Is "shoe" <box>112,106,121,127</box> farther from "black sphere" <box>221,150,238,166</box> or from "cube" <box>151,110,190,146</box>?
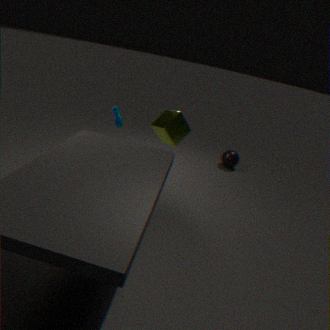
"black sphere" <box>221,150,238,166</box>
